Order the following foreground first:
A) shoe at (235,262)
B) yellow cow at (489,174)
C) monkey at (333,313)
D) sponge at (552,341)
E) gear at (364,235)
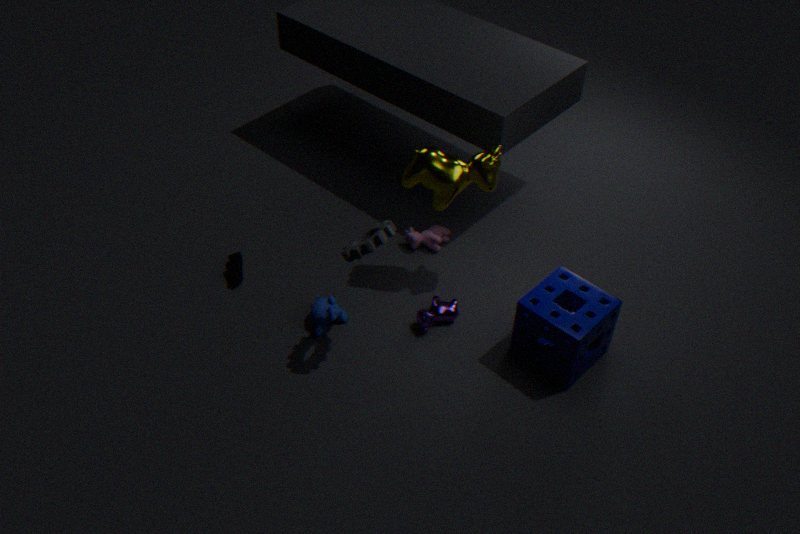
gear at (364,235) → sponge at (552,341) → yellow cow at (489,174) → monkey at (333,313) → shoe at (235,262)
